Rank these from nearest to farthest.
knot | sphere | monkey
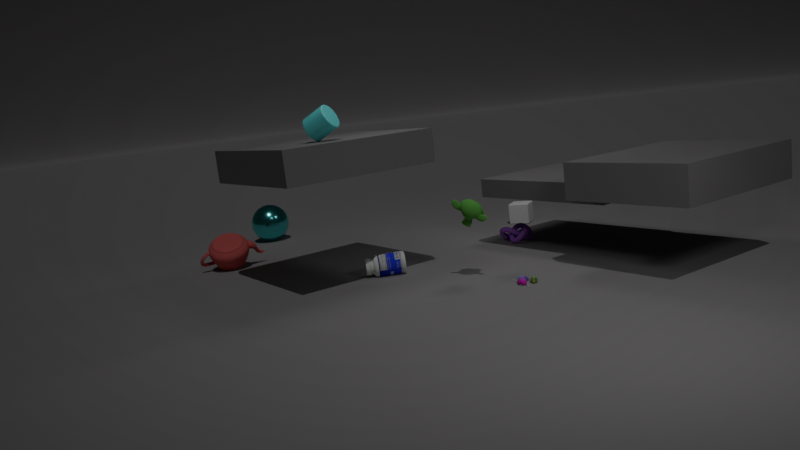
monkey, knot, sphere
